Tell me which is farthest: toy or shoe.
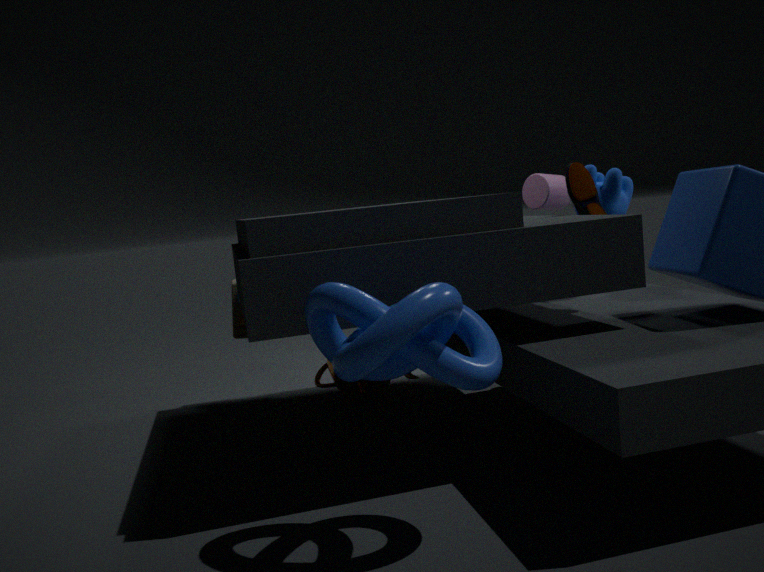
toy
